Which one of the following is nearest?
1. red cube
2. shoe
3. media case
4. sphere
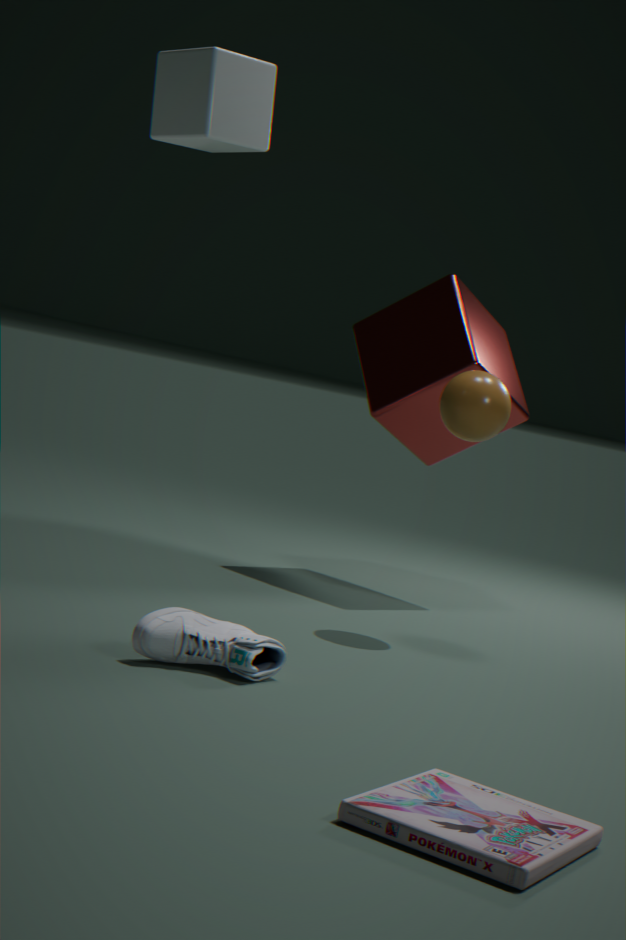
media case
